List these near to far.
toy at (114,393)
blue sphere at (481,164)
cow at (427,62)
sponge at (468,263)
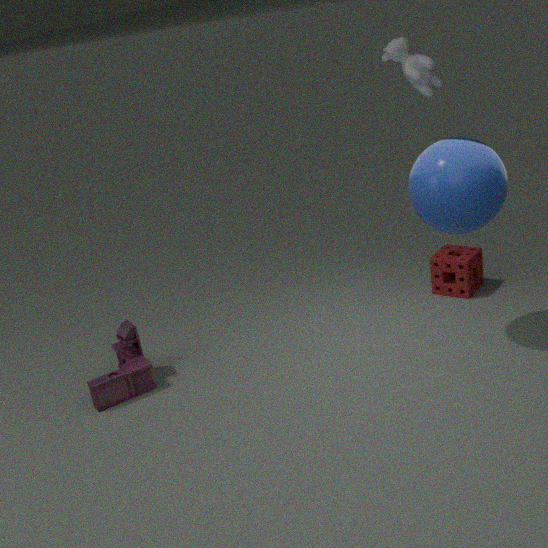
blue sphere at (481,164) → cow at (427,62) → toy at (114,393) → sponge at (468,263)
